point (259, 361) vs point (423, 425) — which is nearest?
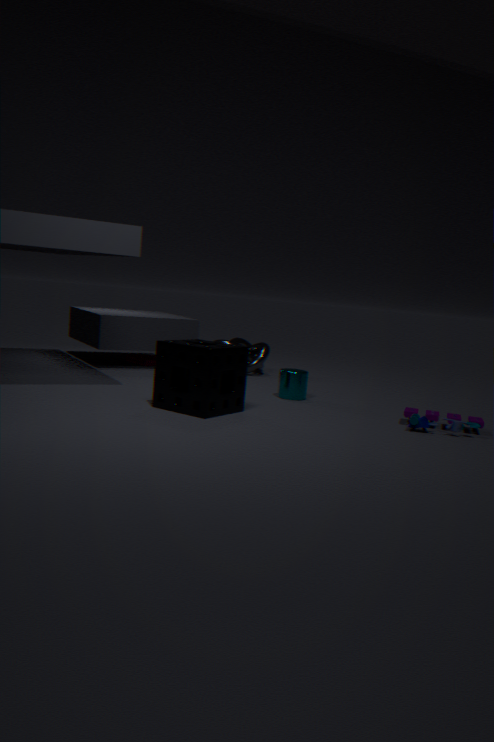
point (423, 425)
